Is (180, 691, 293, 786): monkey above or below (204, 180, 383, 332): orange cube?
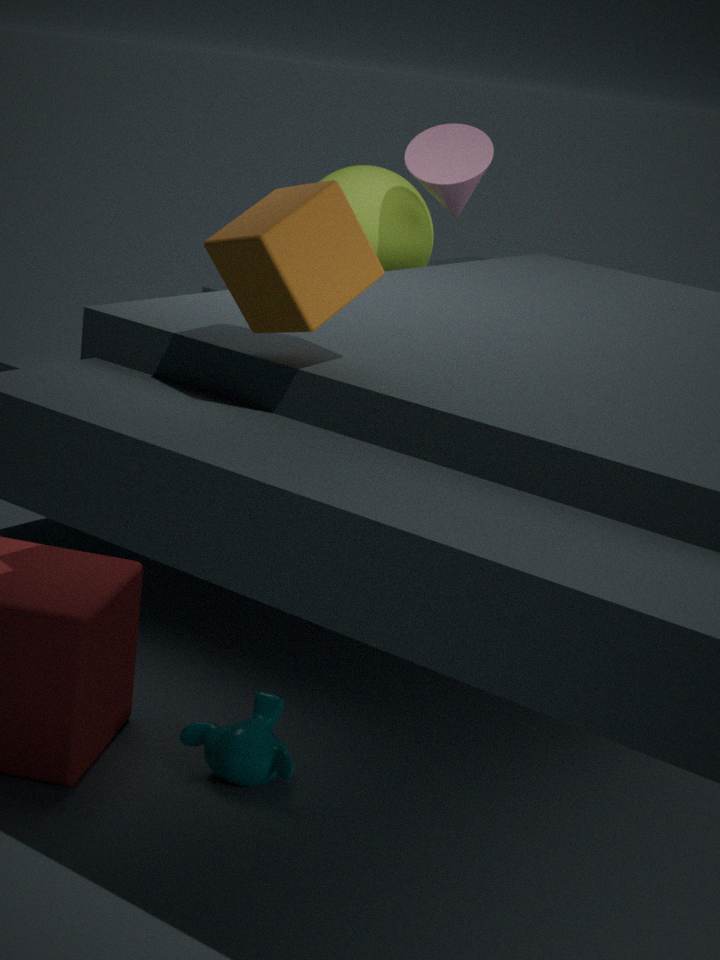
below
